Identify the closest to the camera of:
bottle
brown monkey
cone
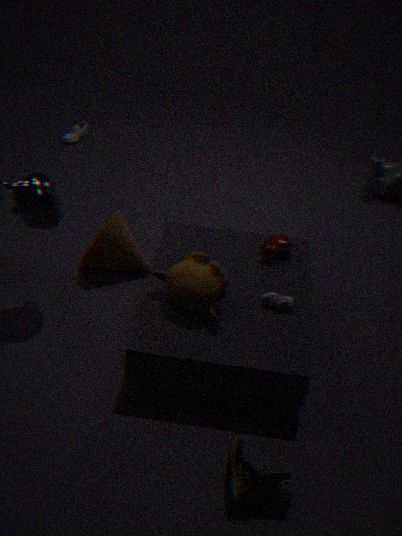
brown monkey
